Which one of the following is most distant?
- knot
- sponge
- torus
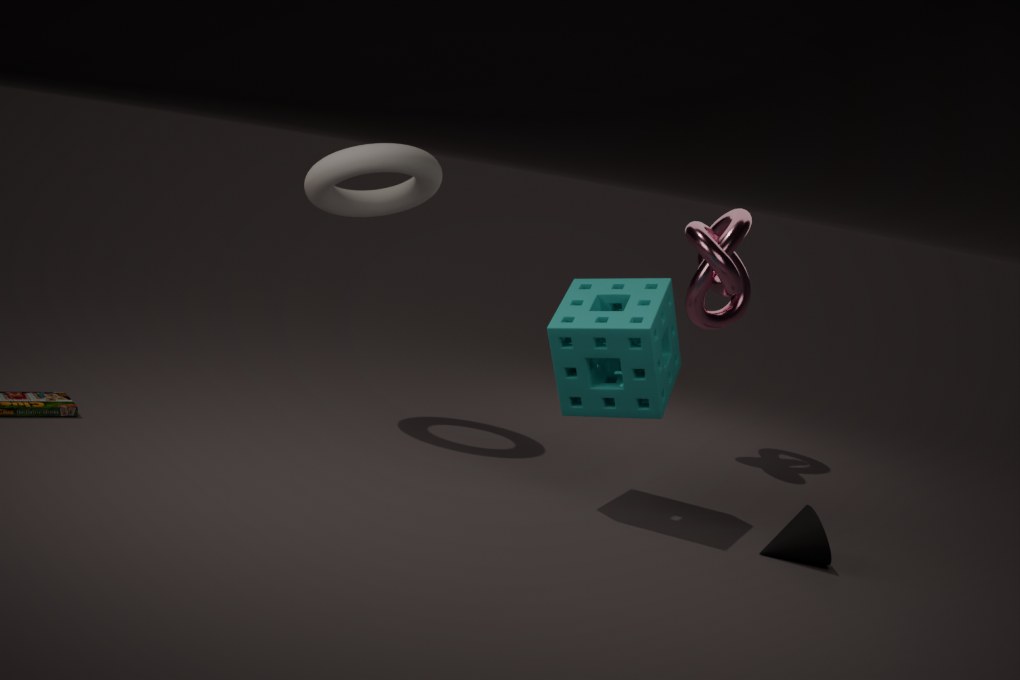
knot
